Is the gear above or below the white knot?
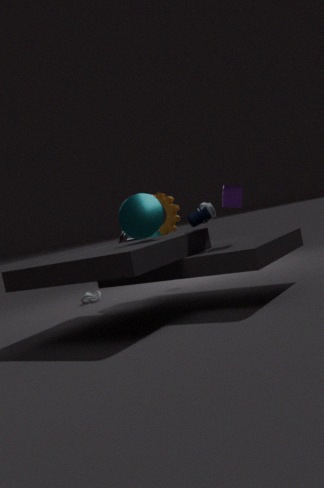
above
